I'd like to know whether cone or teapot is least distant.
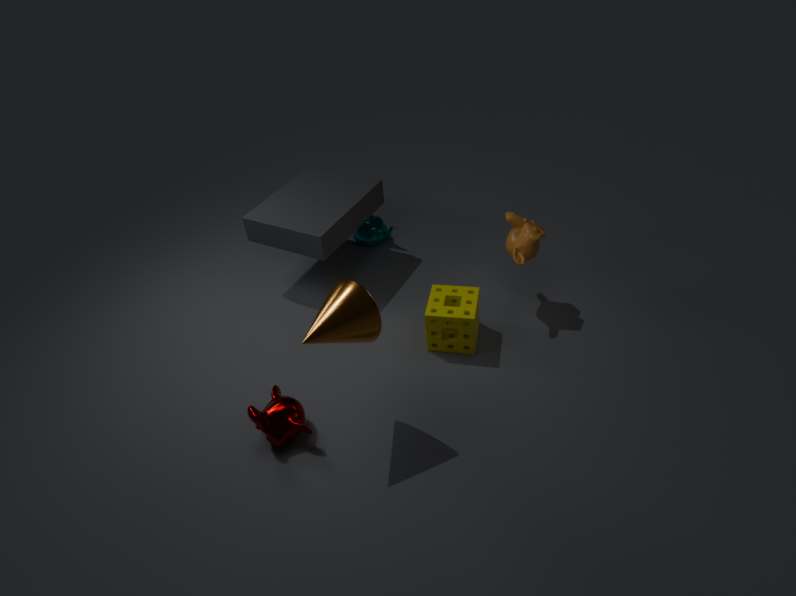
cone
